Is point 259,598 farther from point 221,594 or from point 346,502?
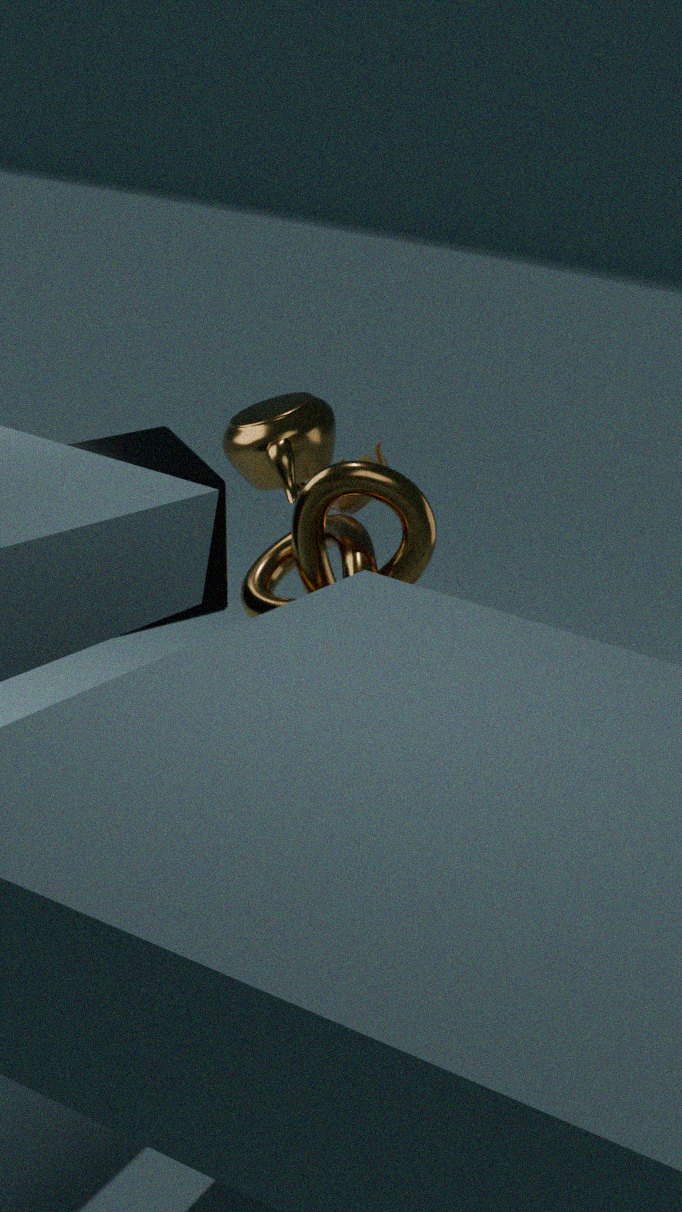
point 221,594
